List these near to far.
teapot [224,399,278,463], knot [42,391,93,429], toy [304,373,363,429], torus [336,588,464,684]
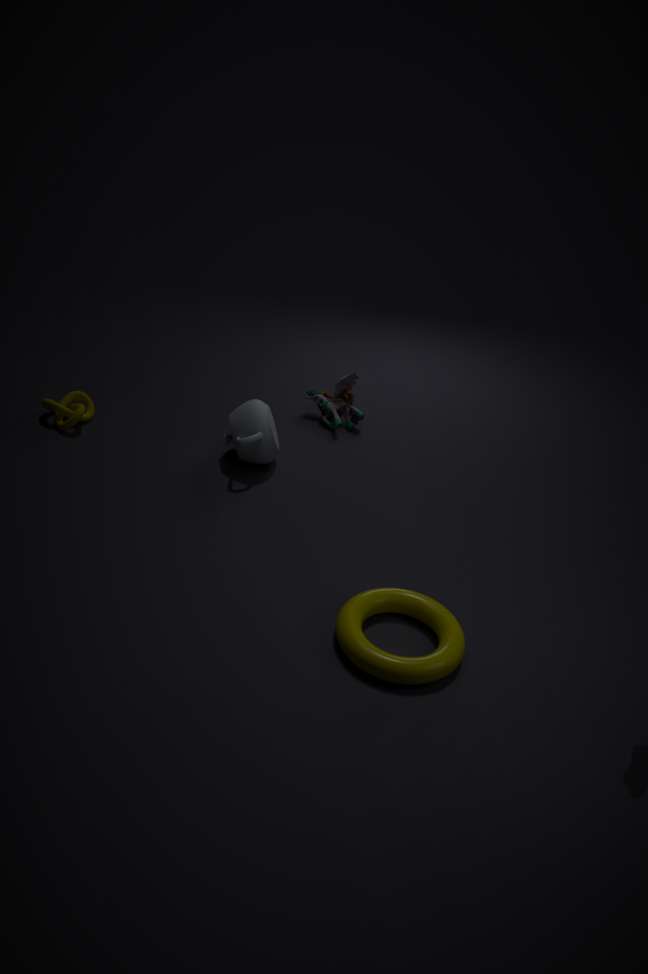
torus [336,588,464,684], teapot [224,399,278,463], knot [42,391,93,429], toy [304,373,363,429]
